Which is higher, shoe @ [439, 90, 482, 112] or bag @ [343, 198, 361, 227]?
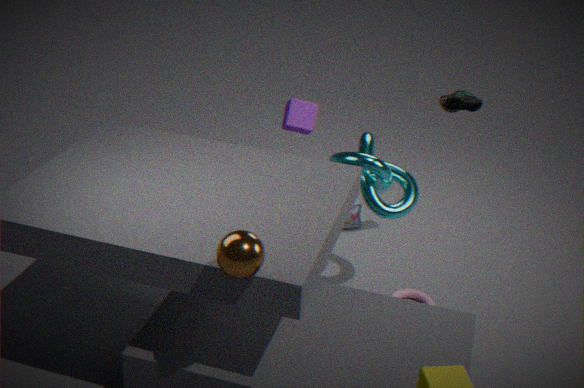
shoe @ [439, 90, 482, 112]
